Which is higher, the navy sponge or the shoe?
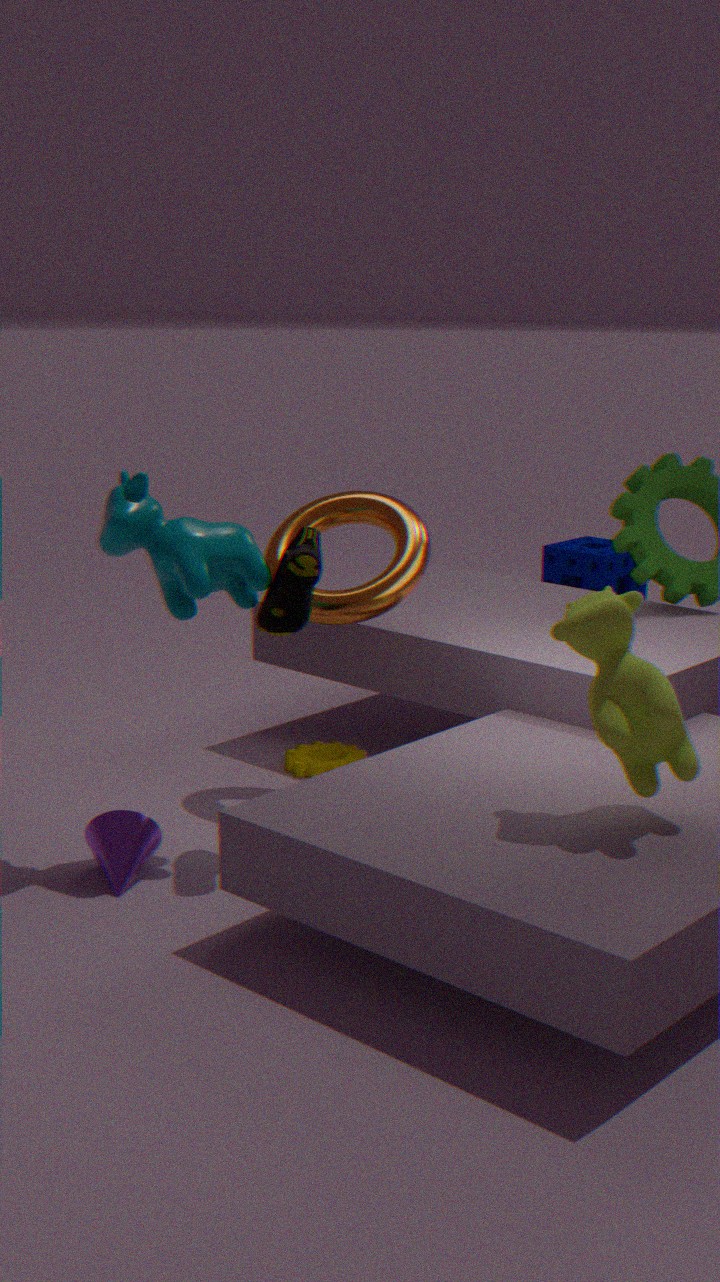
the shoe
